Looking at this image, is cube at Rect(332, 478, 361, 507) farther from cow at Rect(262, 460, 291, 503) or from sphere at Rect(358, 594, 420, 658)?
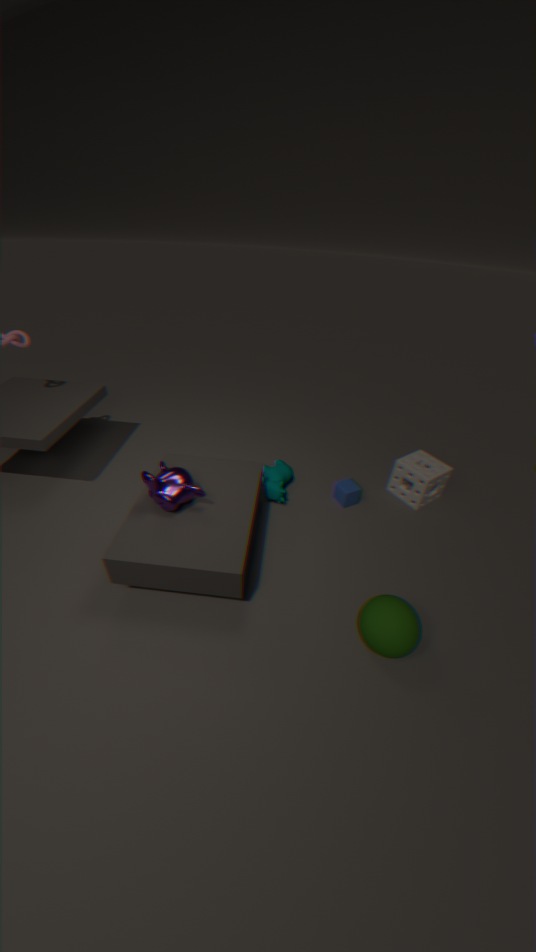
sphere at Rect(358, 594, 420, 658)
